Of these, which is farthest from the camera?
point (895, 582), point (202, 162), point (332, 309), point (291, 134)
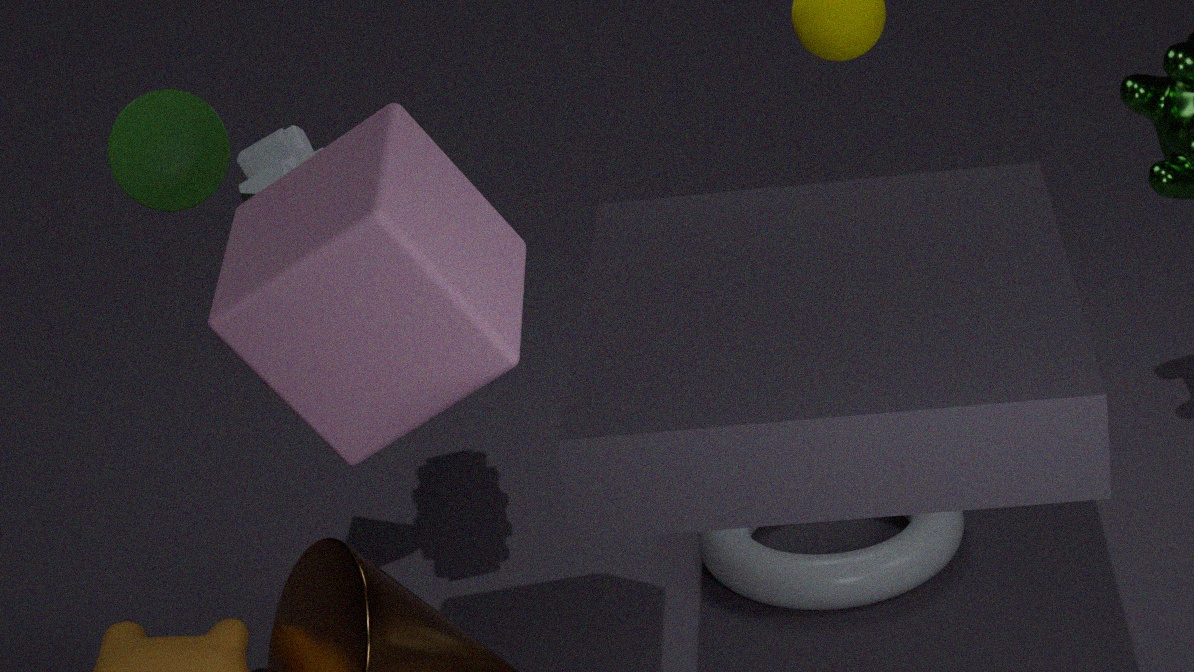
point (291, 134)
